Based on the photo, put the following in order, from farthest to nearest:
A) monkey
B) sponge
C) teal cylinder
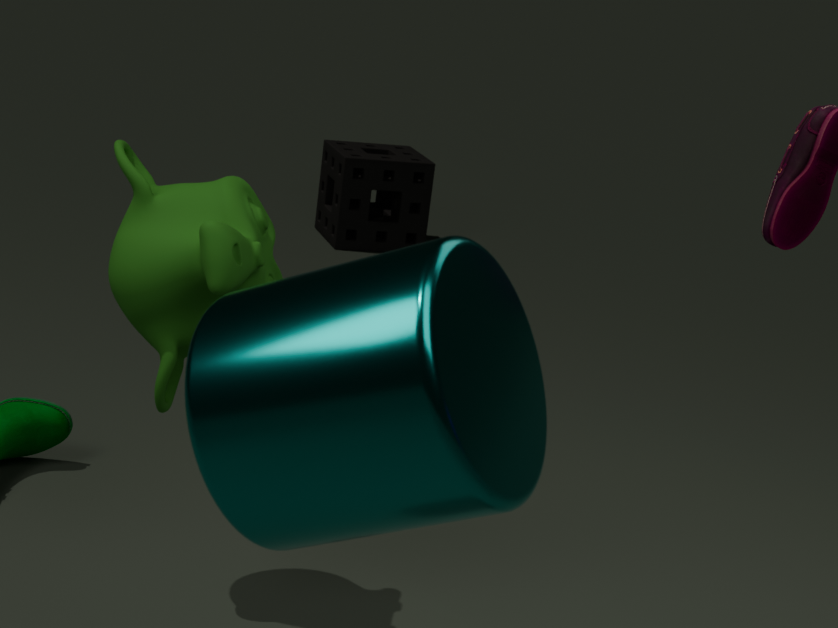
sponge → monkey → teal cylinder
